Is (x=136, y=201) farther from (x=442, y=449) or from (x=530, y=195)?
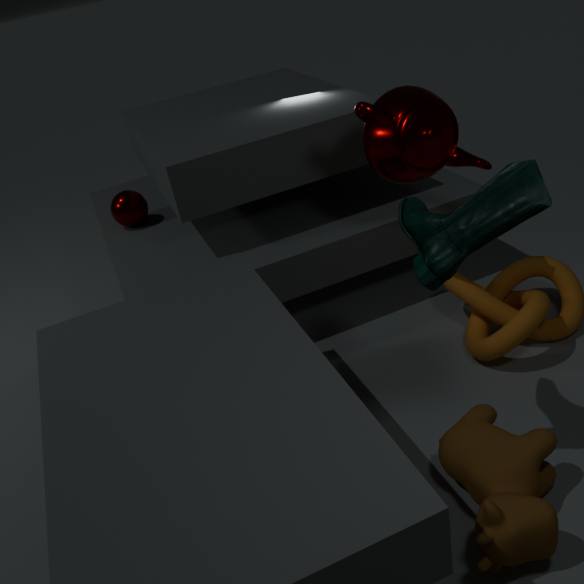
(x=442, y=449)
